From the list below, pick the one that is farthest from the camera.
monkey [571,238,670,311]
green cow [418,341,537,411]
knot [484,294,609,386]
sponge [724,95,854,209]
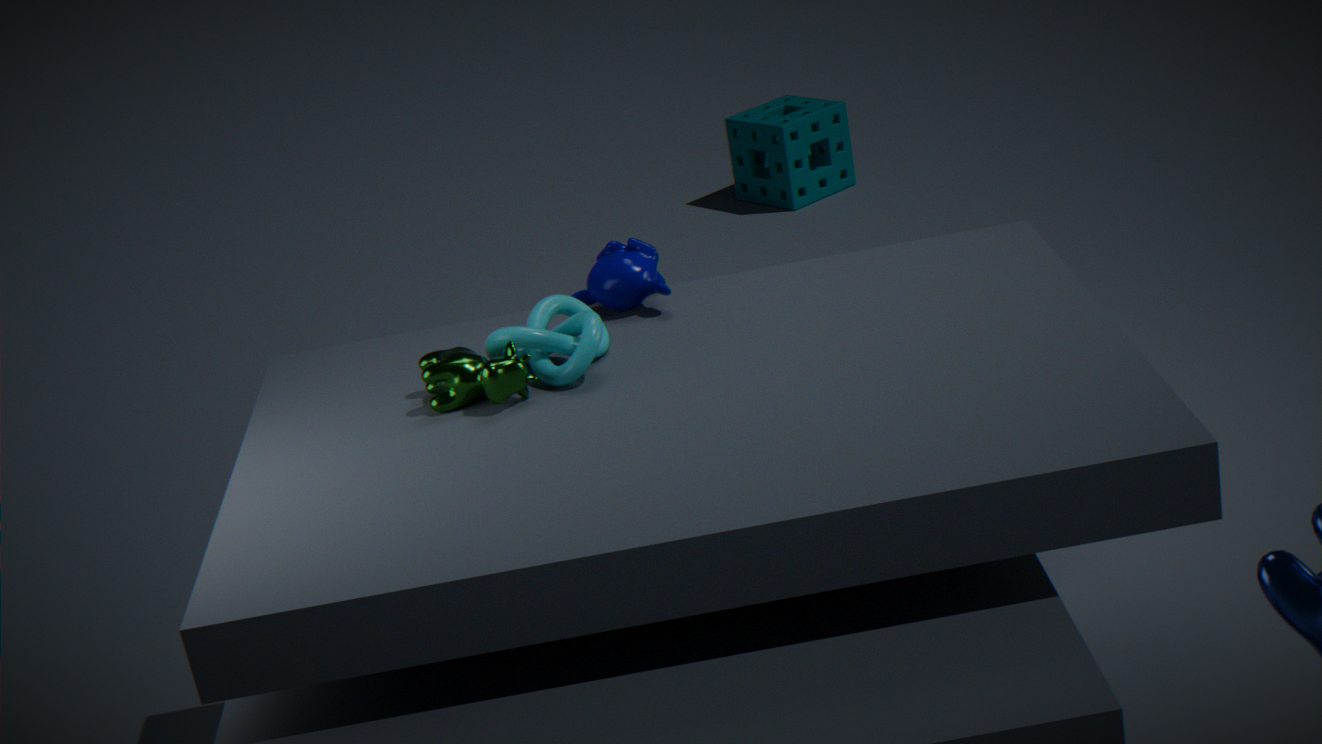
sponge [724,95,854,209]
